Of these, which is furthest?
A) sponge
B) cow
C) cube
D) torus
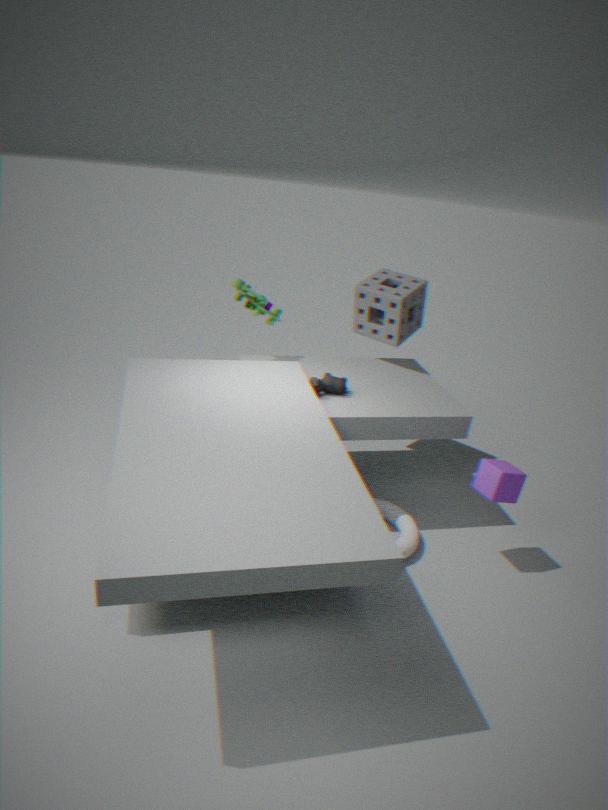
sponge
